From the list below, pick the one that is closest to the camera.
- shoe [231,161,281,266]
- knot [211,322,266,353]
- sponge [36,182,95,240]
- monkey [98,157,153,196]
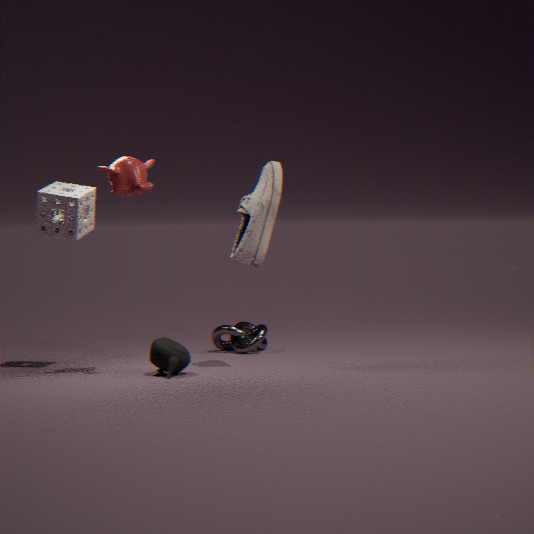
monkey [98,157,153,196]
